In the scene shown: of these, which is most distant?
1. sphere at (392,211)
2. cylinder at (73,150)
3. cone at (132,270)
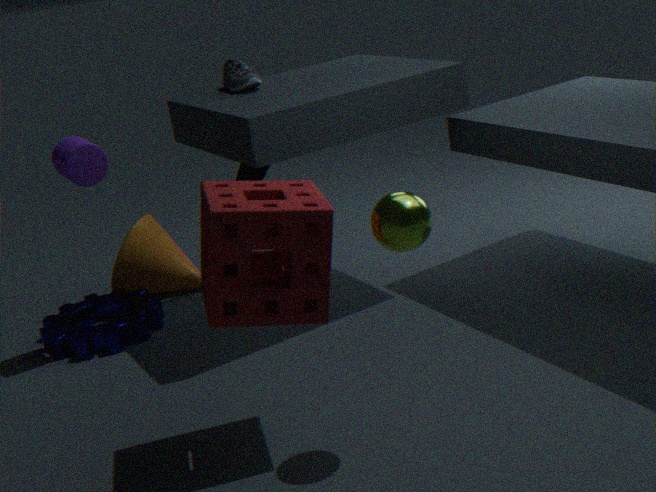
cone at (132,270)
